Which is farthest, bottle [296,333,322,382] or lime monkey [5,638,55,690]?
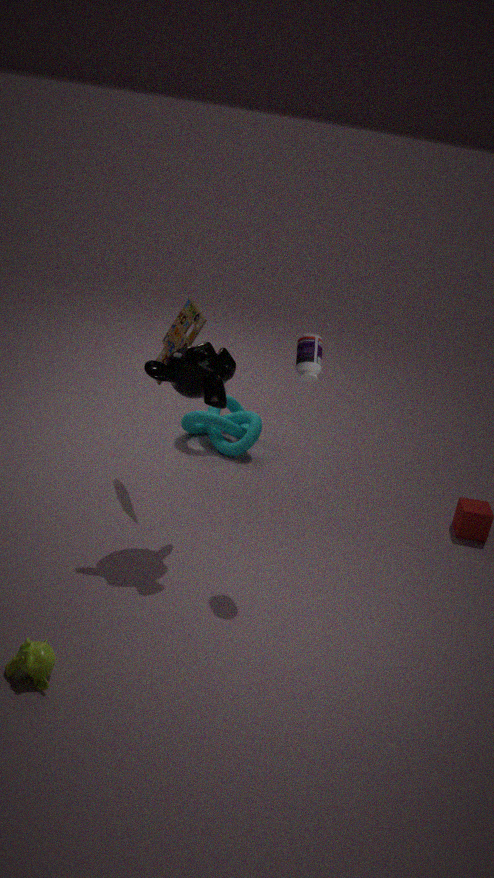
bottle [296,333,322,382]
